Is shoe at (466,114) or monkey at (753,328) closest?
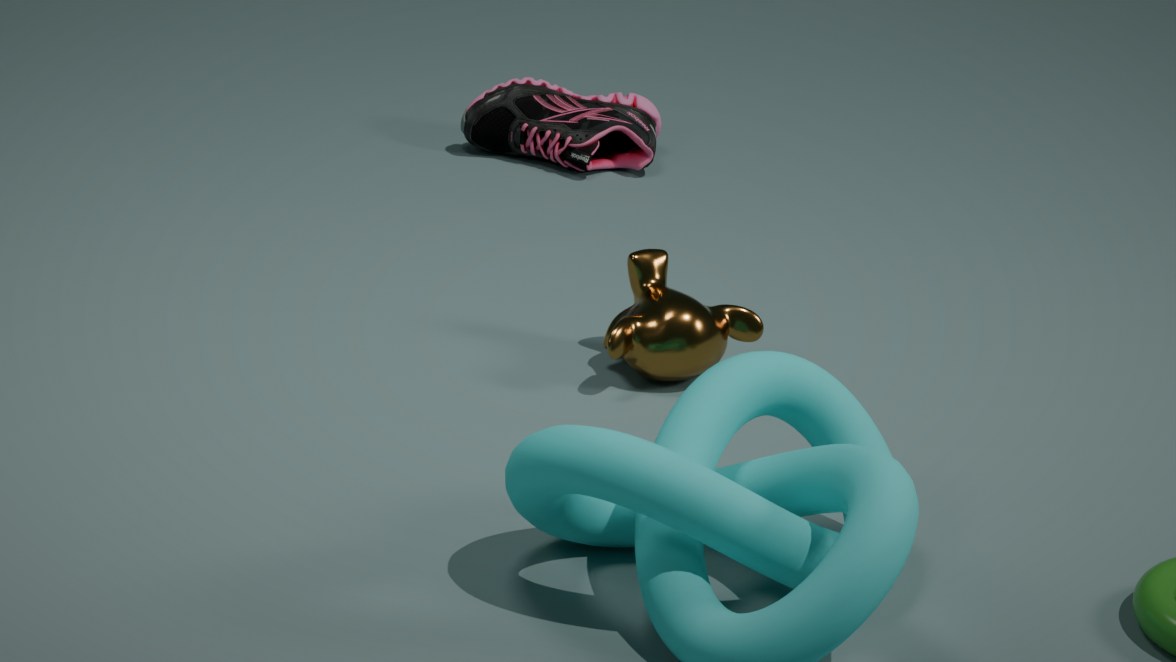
monkey at (753,328)
